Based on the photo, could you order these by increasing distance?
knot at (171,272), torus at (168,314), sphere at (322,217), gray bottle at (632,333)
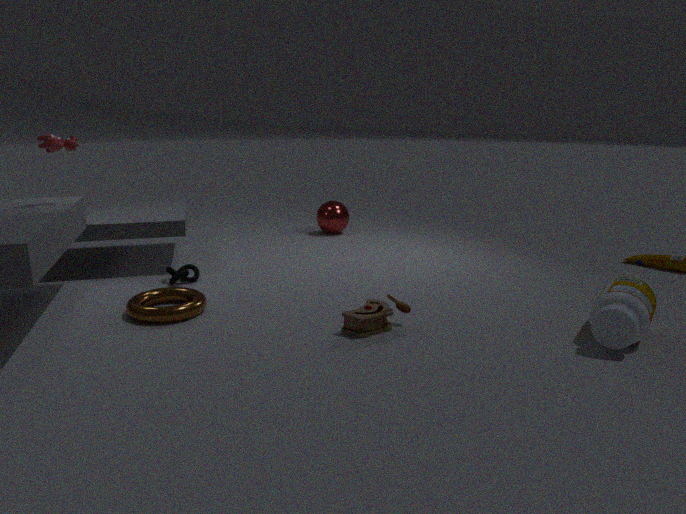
gray bottle at (632,333) → torus at (168,314) → knot at (171,272) → sphere at (322,217)
